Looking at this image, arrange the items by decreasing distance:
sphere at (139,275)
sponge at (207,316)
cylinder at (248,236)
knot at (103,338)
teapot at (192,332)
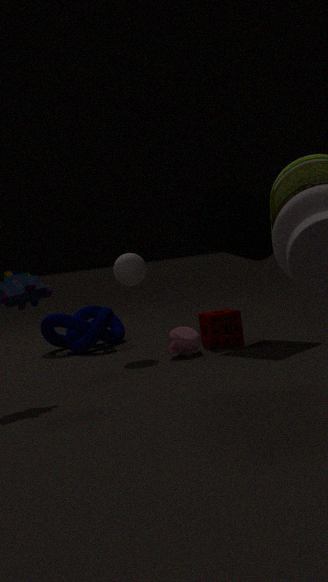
knot at (103,338), sphere at (139,275), sponge at (207,316), cylinder at (248,236), teapot at (192,332)
